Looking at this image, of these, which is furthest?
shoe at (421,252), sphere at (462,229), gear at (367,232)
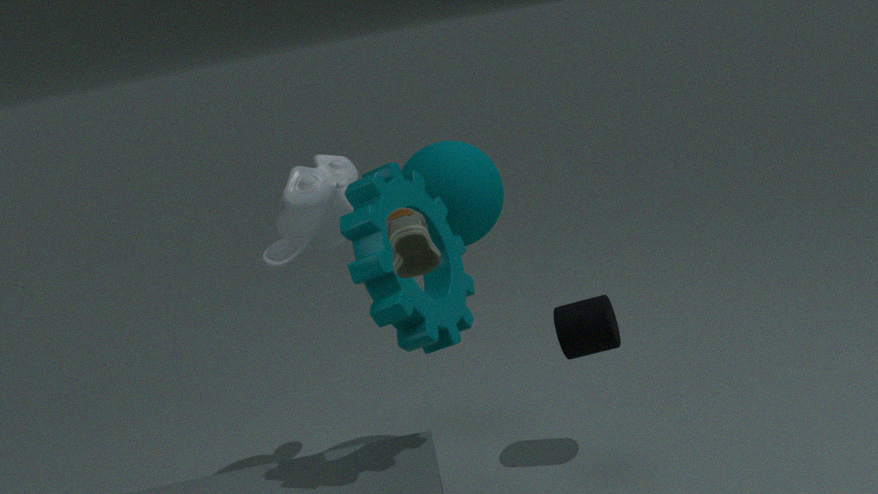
sphere at (462,229)
